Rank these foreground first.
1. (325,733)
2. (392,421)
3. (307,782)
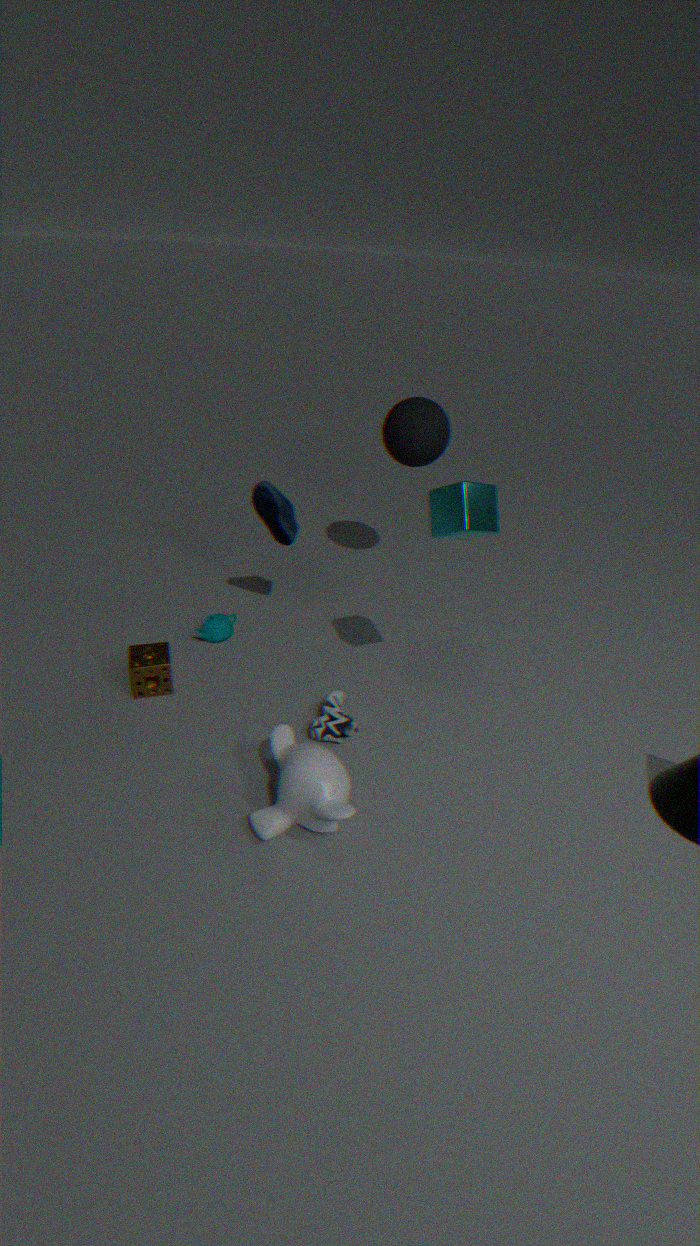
(307,782)
(325,733)
(392,421)
